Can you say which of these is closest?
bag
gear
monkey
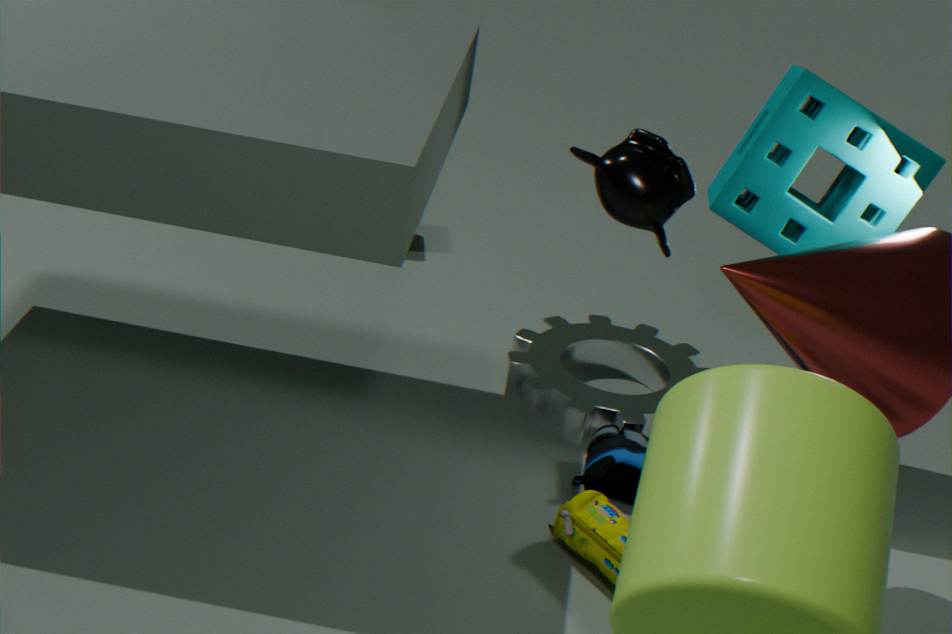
monkey
